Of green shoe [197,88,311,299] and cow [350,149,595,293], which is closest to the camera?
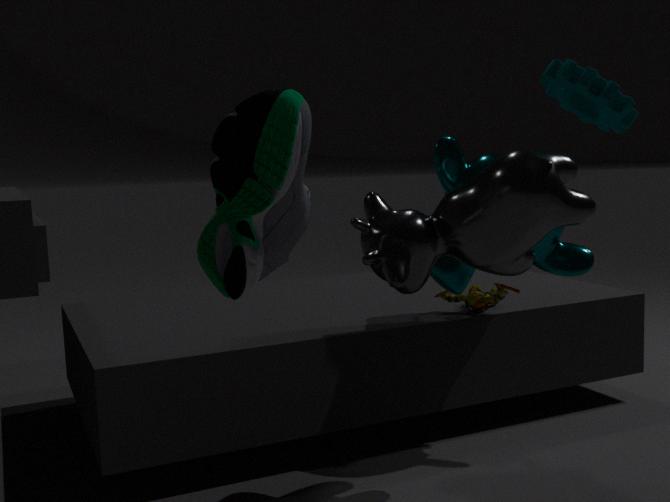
green shoe [197,88,311,299]
